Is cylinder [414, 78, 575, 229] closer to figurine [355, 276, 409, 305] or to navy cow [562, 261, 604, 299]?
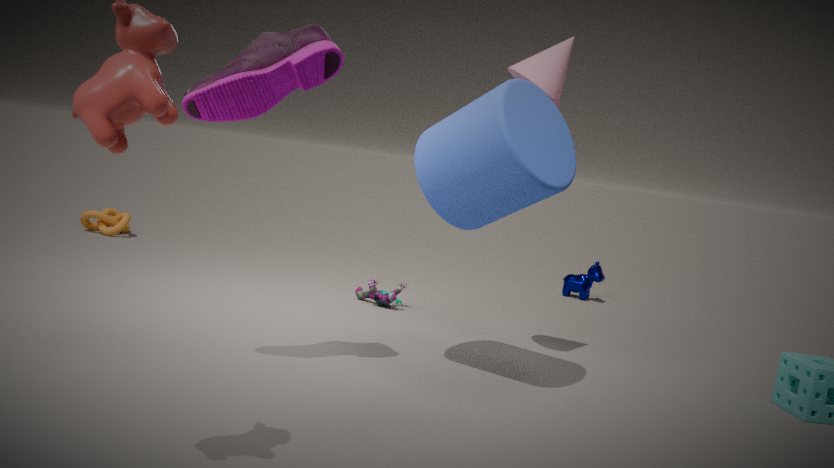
figurine [355, 276, 409, 305]
